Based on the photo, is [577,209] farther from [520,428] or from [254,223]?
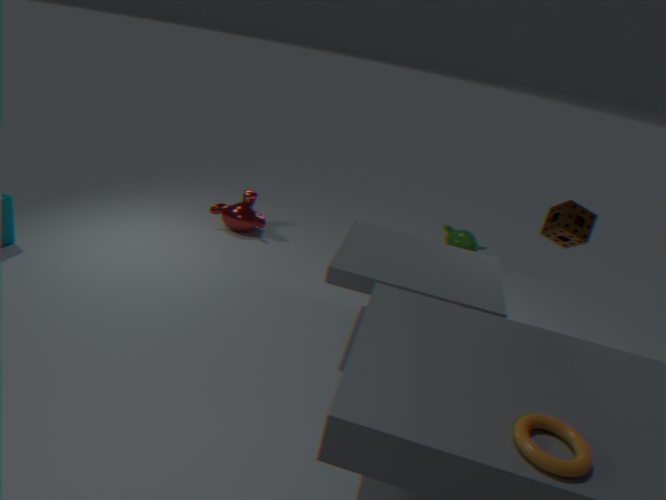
[254,223]
